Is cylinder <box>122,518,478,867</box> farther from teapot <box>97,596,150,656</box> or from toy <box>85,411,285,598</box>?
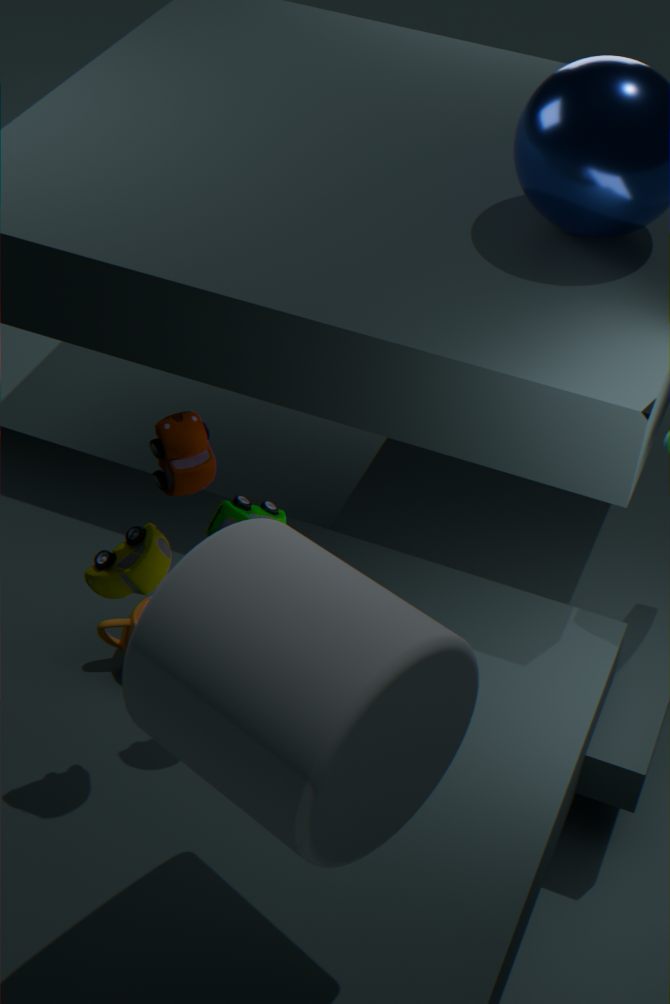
teapot <box>97,596,150,656</box>
